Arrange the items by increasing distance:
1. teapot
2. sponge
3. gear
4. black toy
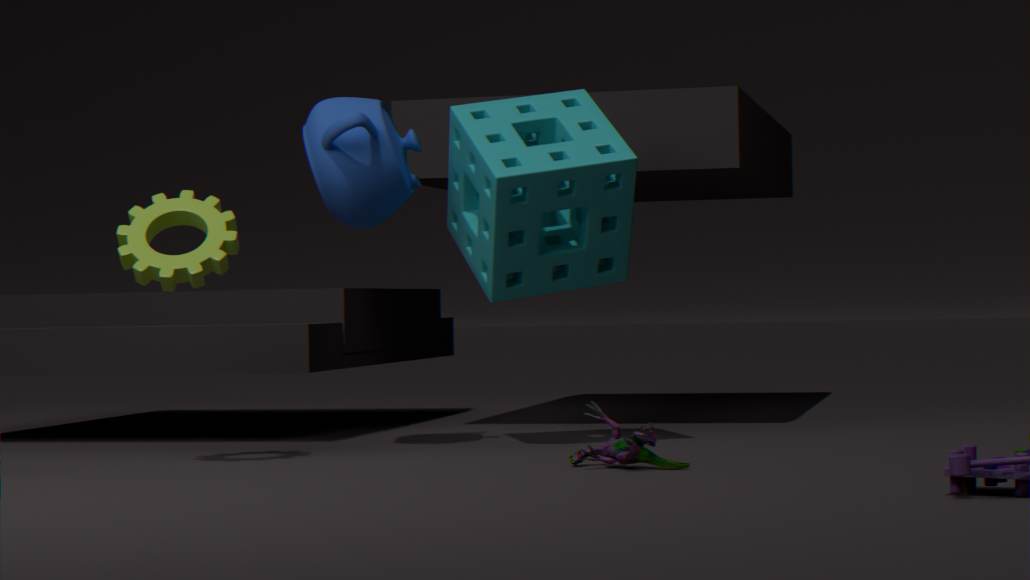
black toy → gear → sponge → teapot
